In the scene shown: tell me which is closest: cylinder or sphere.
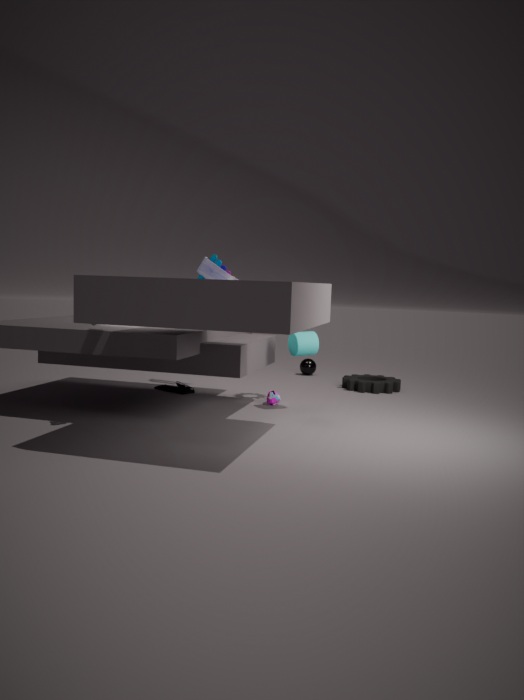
cylinder
